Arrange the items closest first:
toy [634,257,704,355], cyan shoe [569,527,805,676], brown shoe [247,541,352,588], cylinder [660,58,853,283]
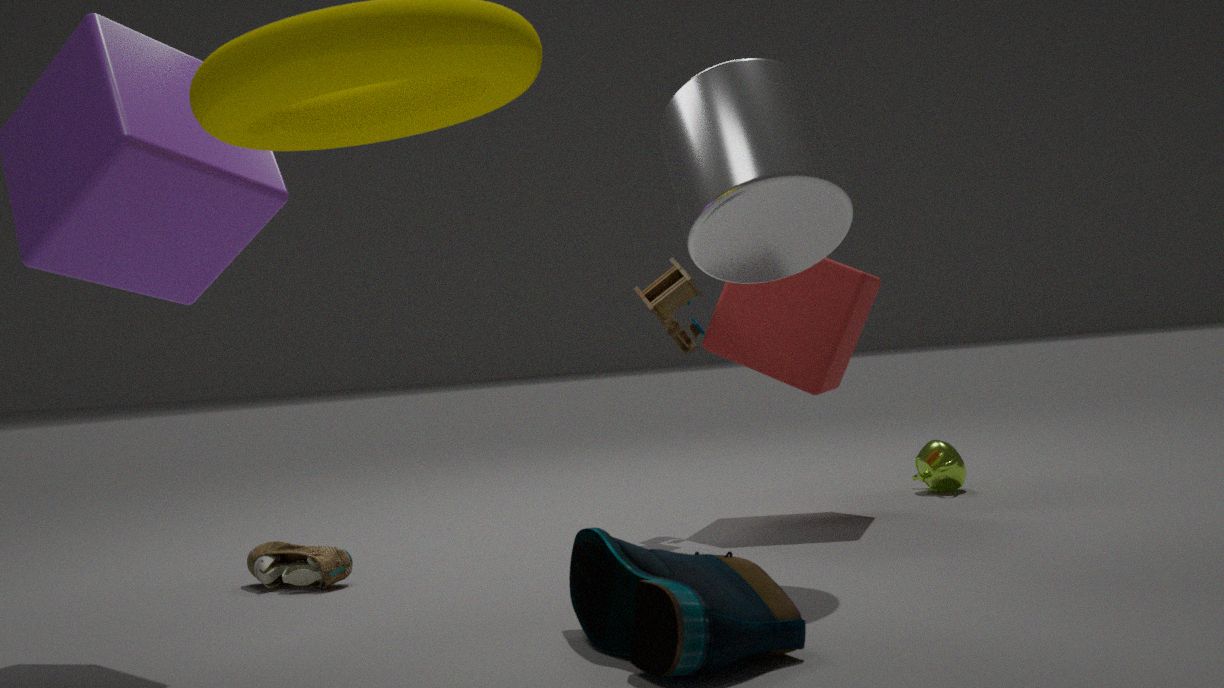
cyan shoe [569,527,805,676]
cylinder [660,58,853,283]
brown shoe [247,541,352,588]
toy [634,257,704,355]
